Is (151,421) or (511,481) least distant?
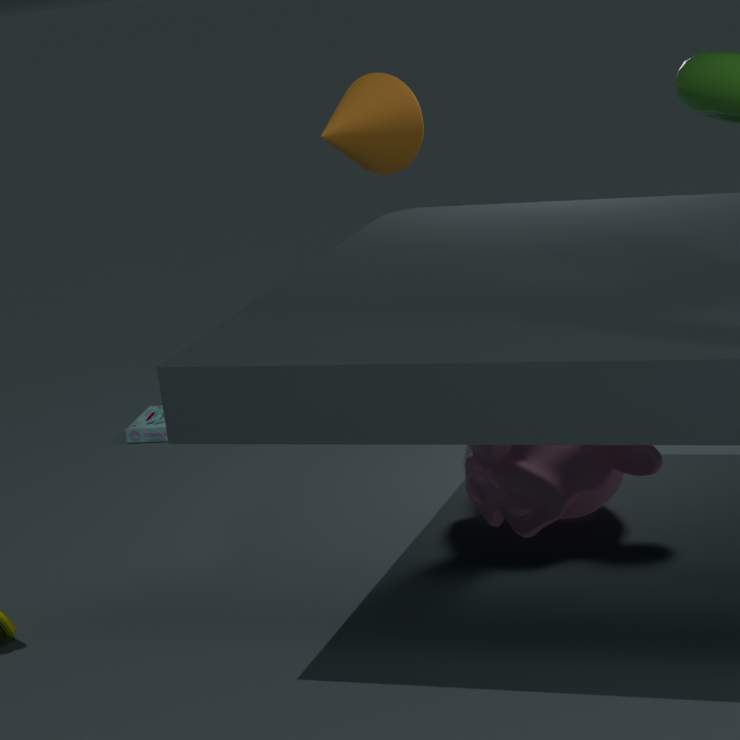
(511,481)
